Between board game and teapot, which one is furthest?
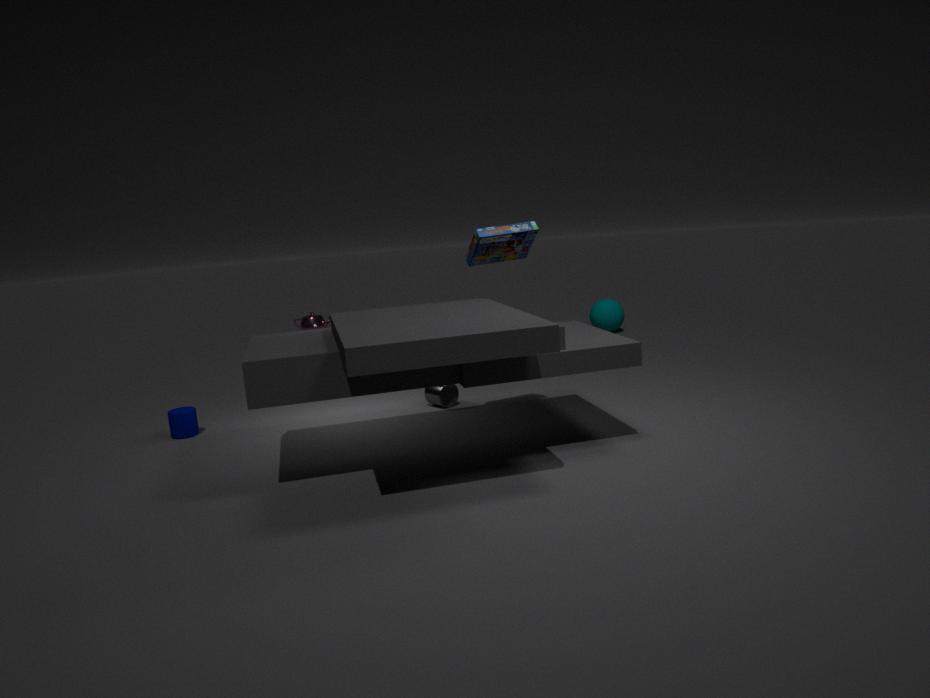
teapot
